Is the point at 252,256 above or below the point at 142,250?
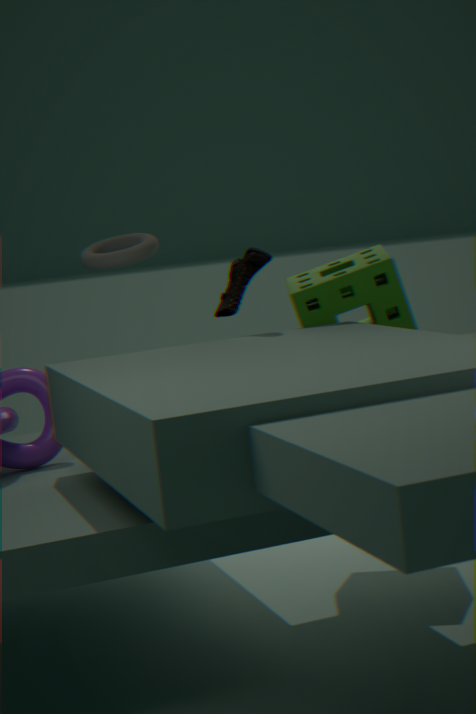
below
